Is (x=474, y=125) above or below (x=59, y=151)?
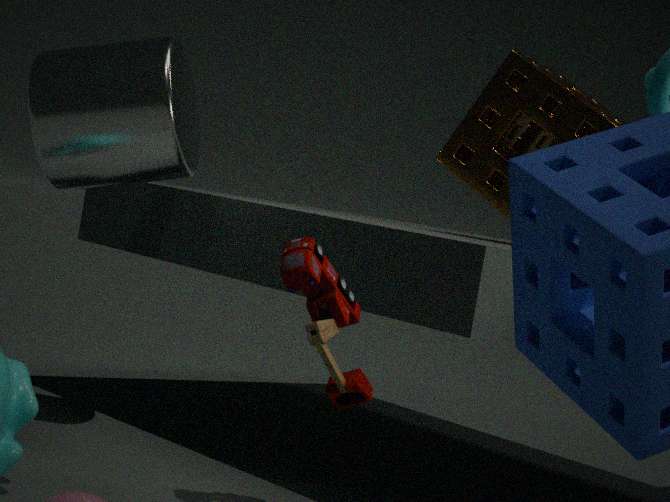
above
